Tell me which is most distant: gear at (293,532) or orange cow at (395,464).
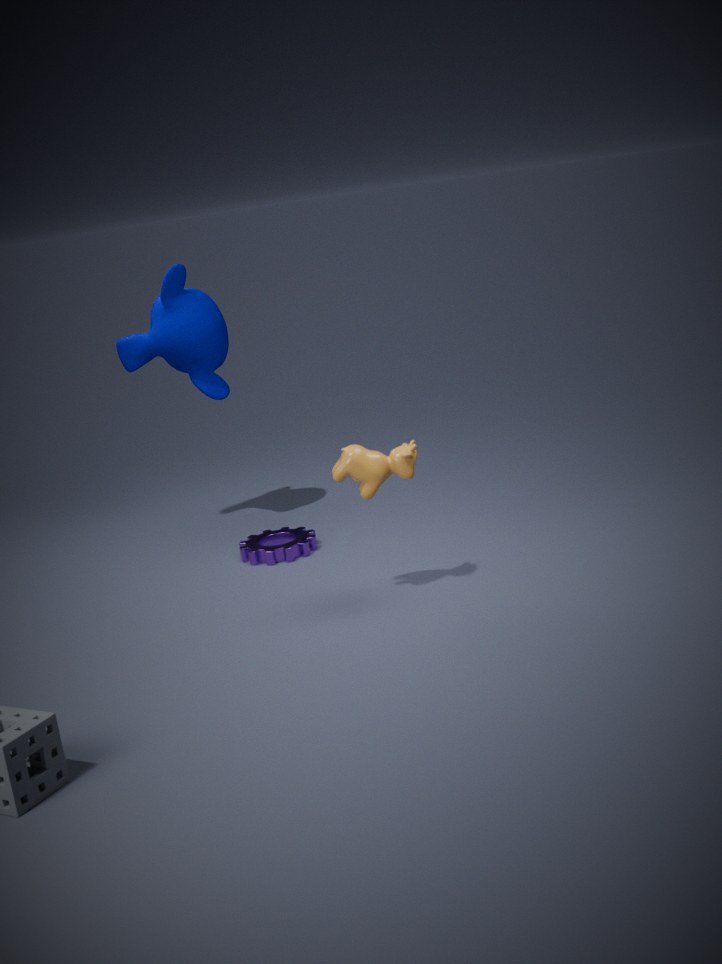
gear at (293,532)
